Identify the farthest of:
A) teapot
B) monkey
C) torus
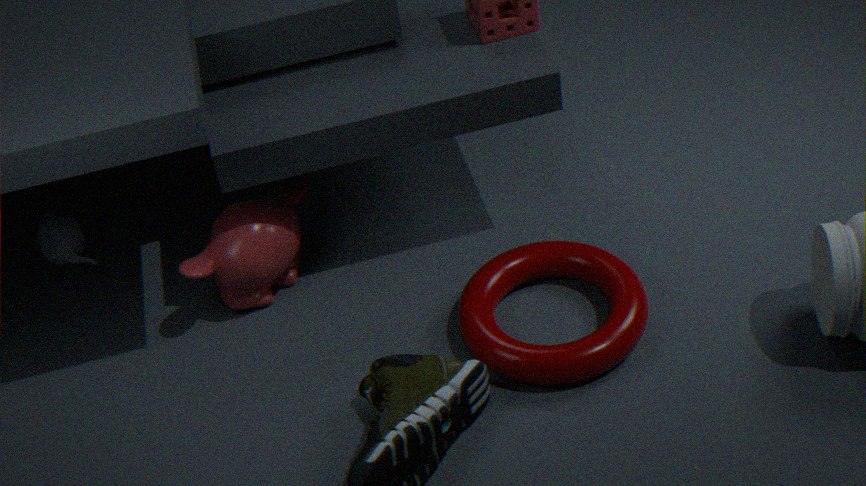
teapot
